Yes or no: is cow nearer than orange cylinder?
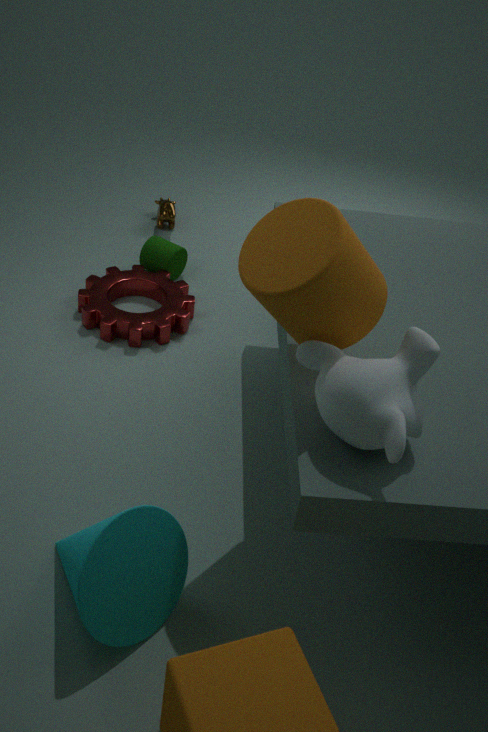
No
